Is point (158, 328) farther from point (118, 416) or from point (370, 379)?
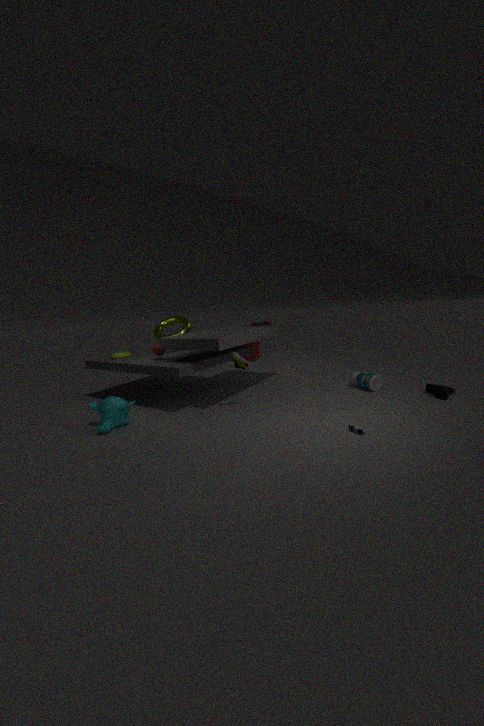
point (370, 379)
